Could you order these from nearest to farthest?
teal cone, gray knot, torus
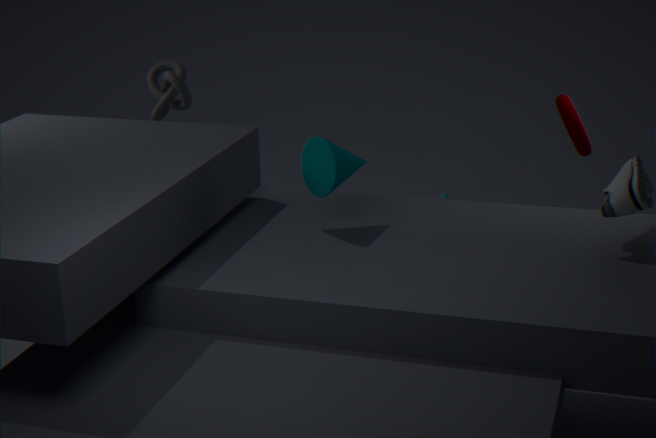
teal cone < torus < gray knot
